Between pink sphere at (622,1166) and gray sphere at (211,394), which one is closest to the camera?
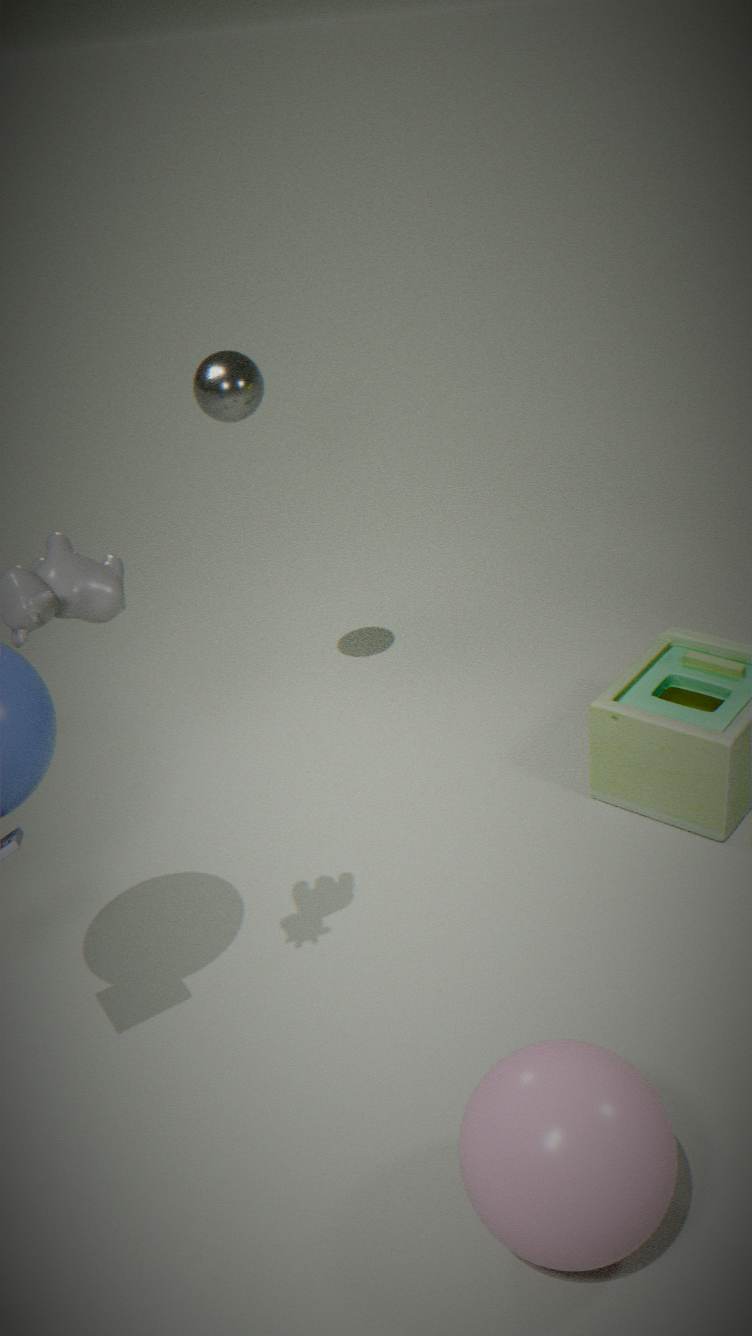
pink sphere at (622,1166)
